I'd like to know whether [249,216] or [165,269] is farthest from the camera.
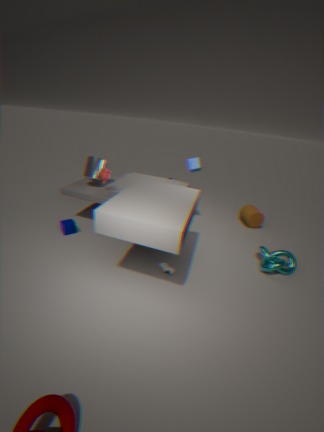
[249,216]
